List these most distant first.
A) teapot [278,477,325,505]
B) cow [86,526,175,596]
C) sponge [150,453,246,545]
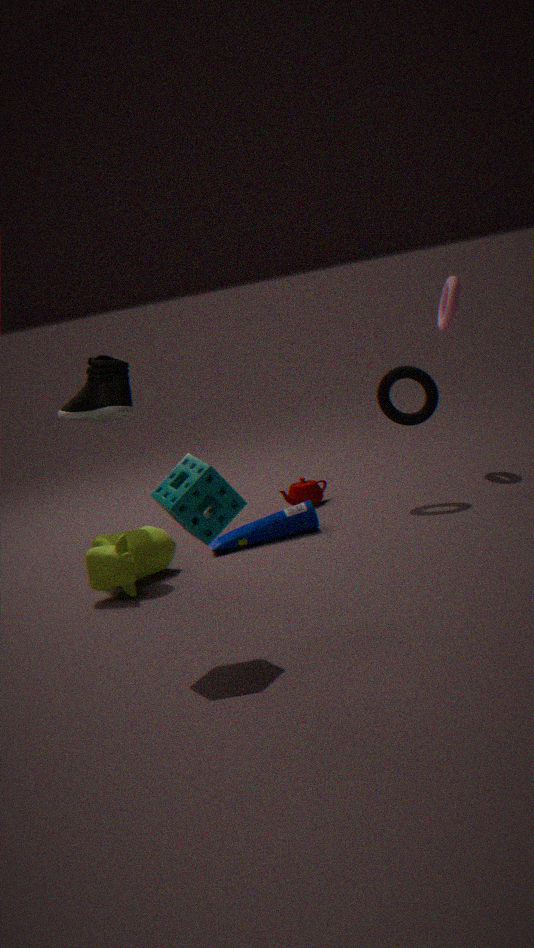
teapot [278,477,325,505] < cow [86,526,175,596] < sponge [150,453,246,545]
